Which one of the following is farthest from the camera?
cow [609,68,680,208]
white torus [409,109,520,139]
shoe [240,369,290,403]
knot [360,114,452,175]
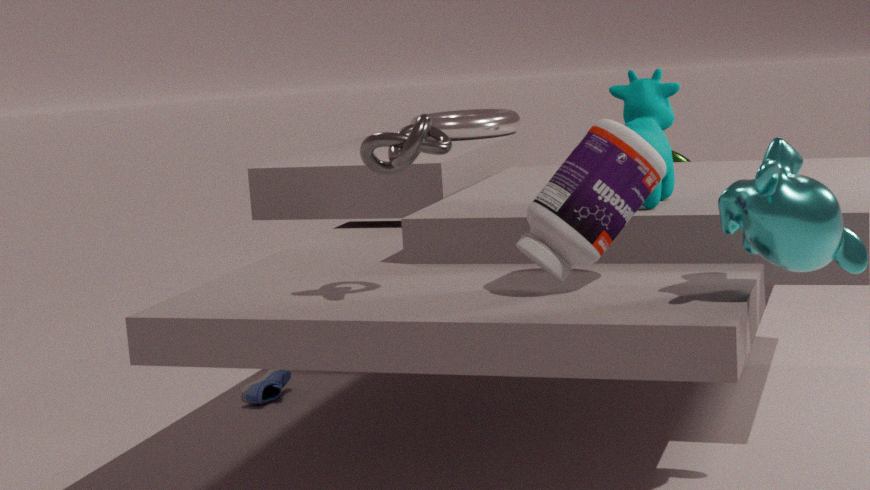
white torus [409,109,520,139]
